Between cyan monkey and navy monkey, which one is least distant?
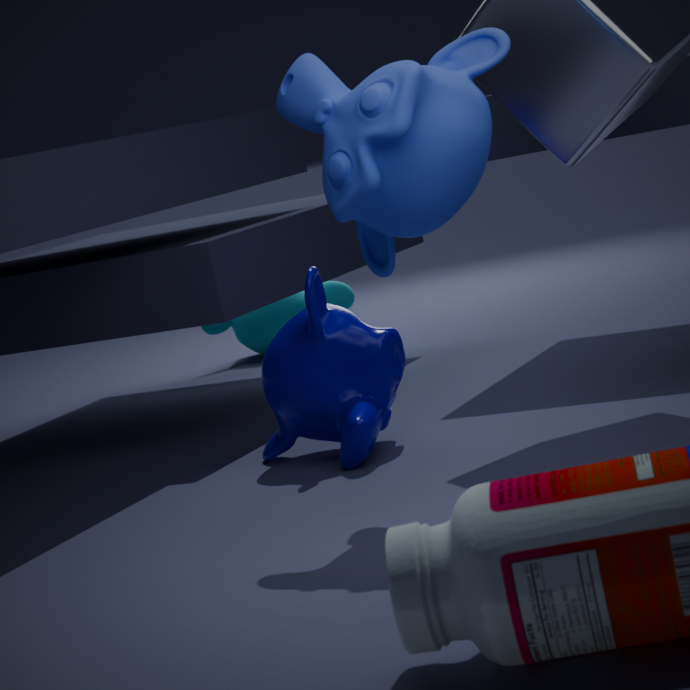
navy monkey
